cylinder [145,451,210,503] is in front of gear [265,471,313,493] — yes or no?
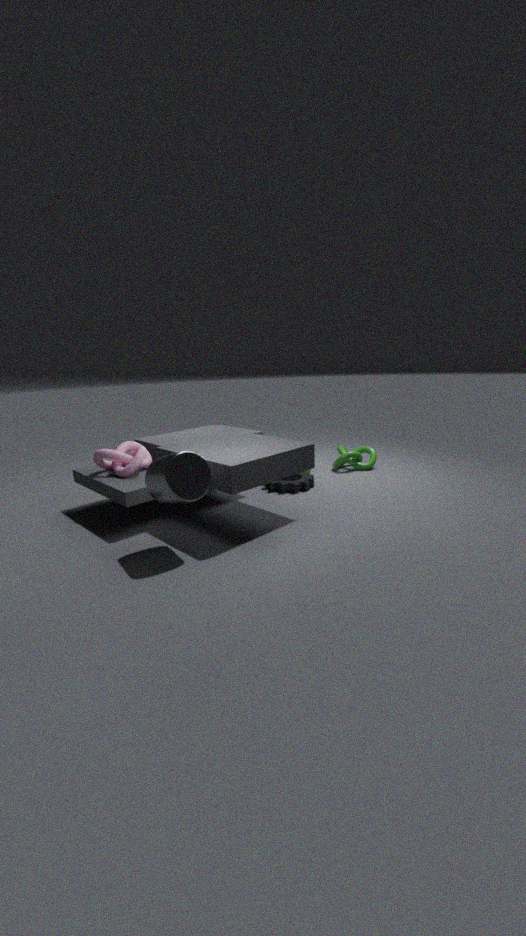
Yes
